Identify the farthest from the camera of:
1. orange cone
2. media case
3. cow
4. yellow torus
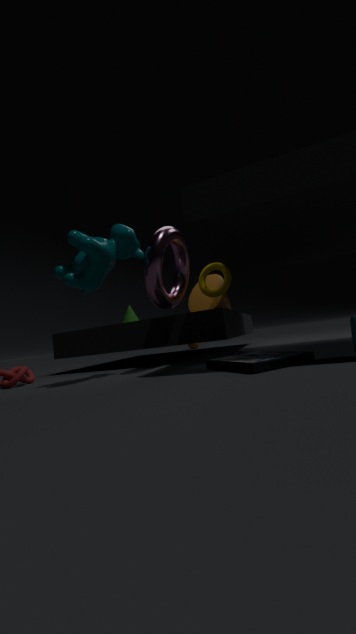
orange cone
